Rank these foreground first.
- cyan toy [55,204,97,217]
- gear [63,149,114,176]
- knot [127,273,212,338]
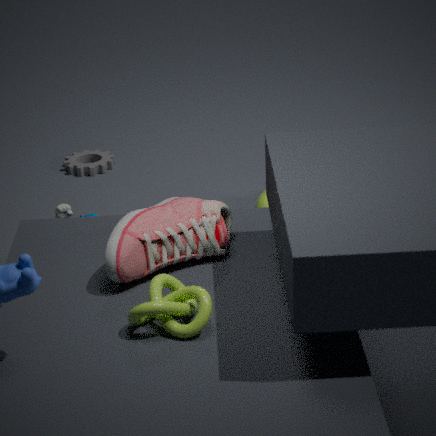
A: knot [127,273,212,338] → cyan toy [55,204,97,217] → gear [63,149,114,176]
